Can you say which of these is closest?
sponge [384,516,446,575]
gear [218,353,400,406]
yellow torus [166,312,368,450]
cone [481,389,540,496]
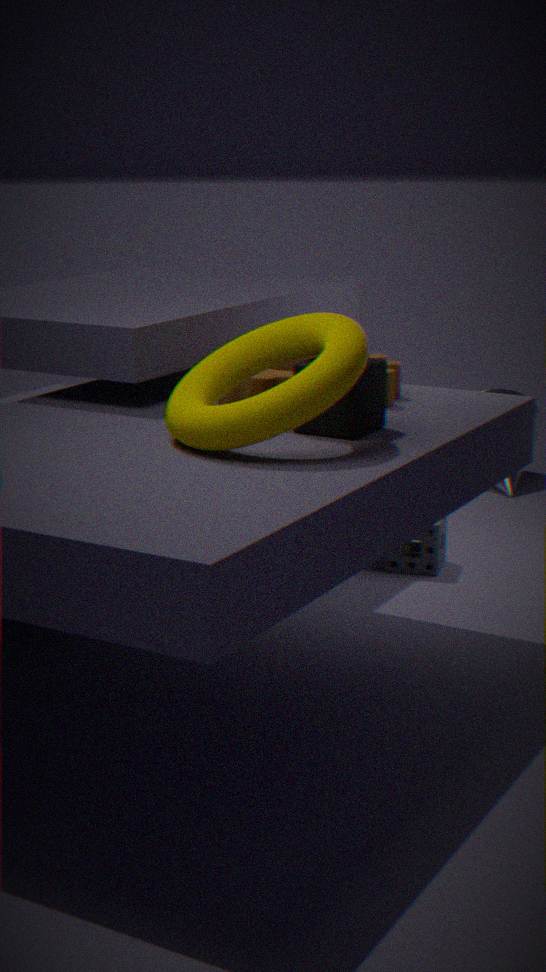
yellow torus [166,312,368,450]
